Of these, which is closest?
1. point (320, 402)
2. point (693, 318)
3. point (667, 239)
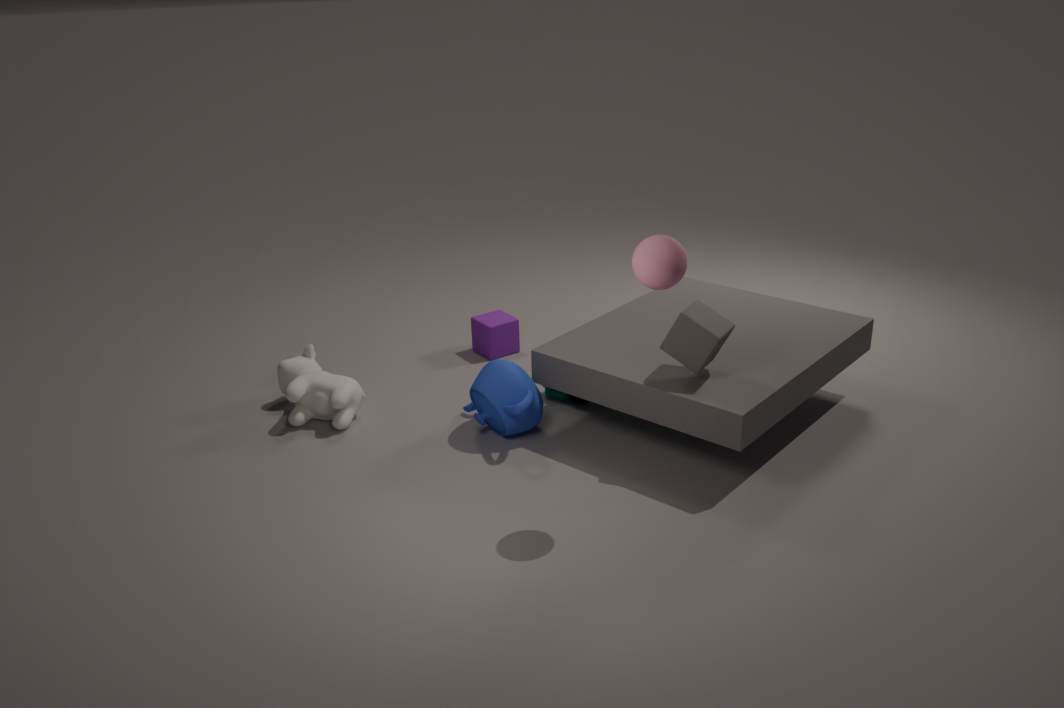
point (667, 239)
